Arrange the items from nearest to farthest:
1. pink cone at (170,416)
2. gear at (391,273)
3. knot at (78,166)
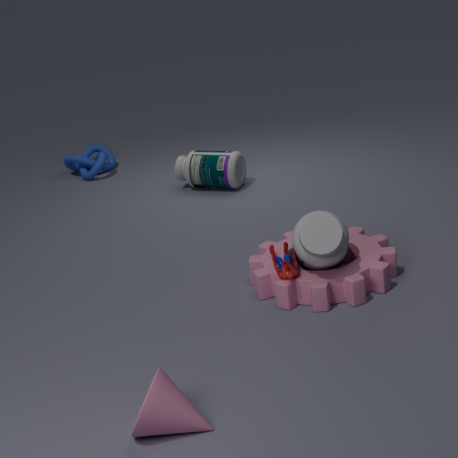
pink cone at (170,416), gear at (391,273), knot at (78,166)
